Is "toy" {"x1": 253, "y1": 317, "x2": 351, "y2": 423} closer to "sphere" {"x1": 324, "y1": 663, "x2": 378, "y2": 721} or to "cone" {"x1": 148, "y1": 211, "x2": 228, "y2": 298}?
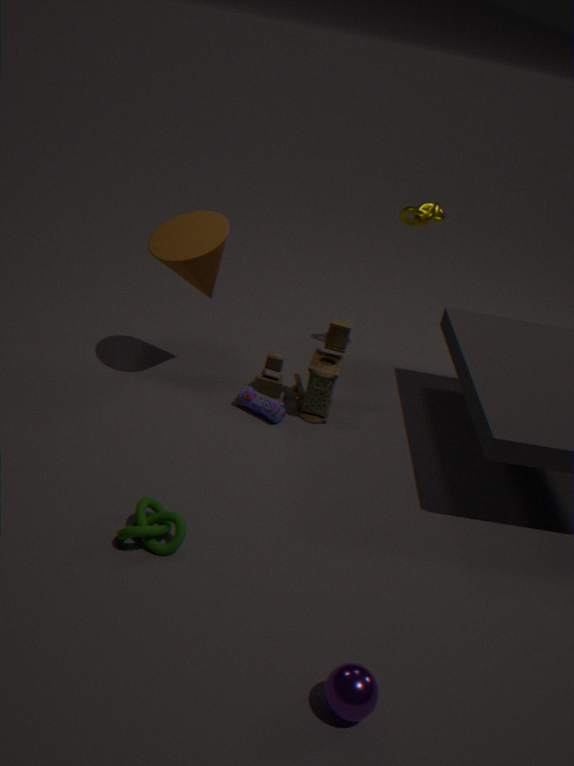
"cone" {"x1": 148, "y1": 211, "x2": 228, "y2": 298}
